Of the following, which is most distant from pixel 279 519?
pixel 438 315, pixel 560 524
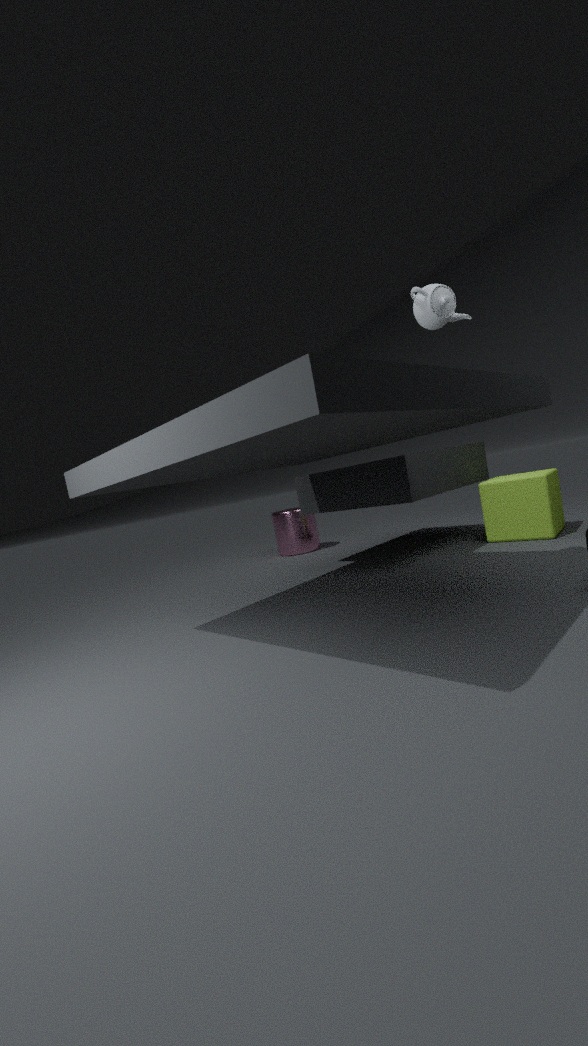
pixel 438 315
